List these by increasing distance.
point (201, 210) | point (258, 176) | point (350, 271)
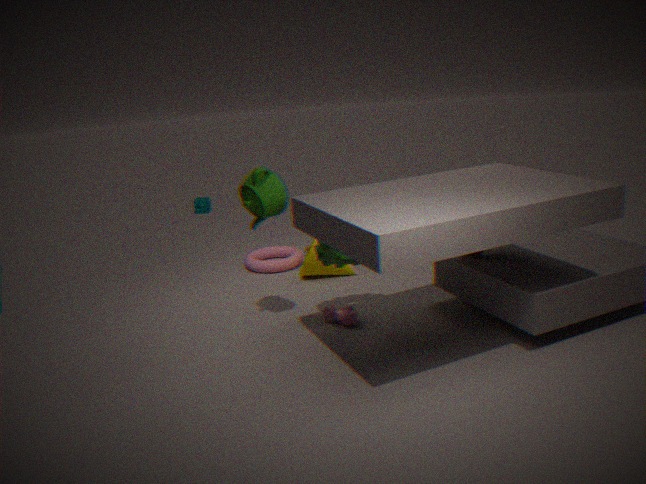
point (258, 176) → point (350, 271) → point (201, 210)
